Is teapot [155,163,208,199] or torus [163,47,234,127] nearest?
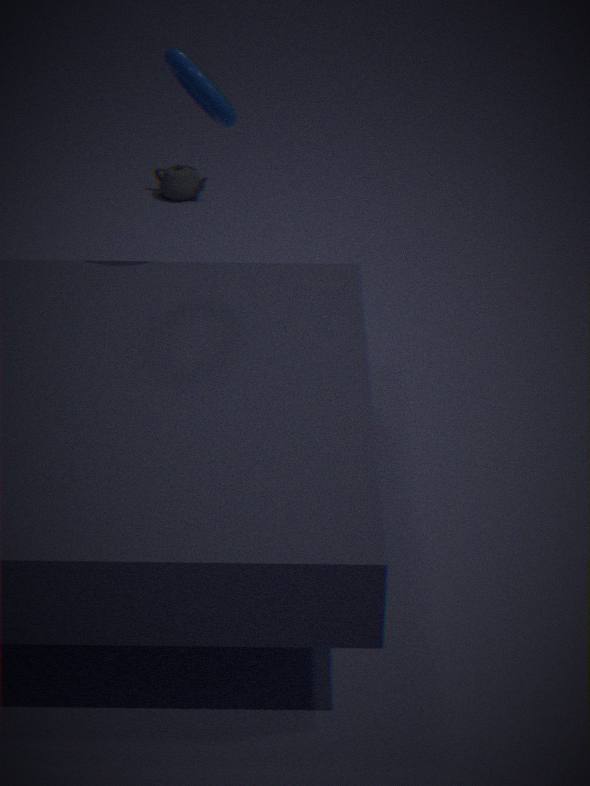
torus [163,47,234,127]
